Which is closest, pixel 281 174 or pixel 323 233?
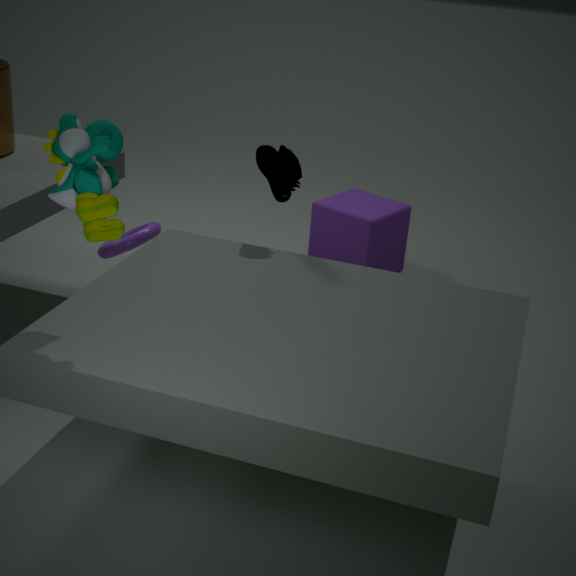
pixel 281 174
